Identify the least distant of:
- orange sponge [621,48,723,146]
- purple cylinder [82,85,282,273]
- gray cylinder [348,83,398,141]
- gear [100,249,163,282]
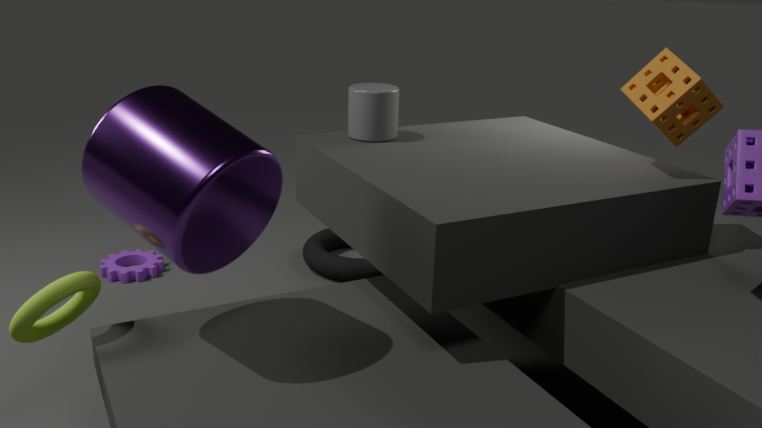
purple cylinder [82,85,282,273]
